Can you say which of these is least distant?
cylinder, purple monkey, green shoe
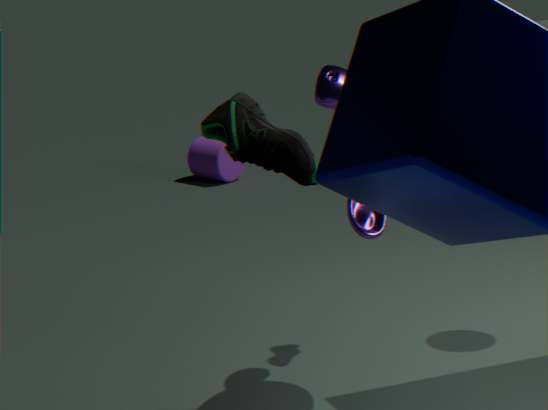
green shoe
